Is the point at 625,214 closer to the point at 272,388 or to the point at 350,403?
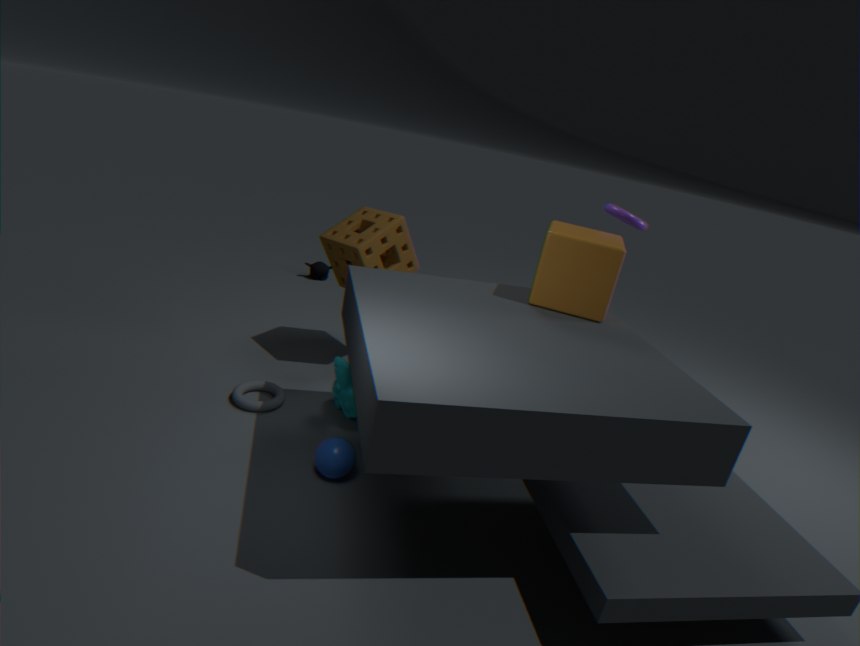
the point at 350,403
